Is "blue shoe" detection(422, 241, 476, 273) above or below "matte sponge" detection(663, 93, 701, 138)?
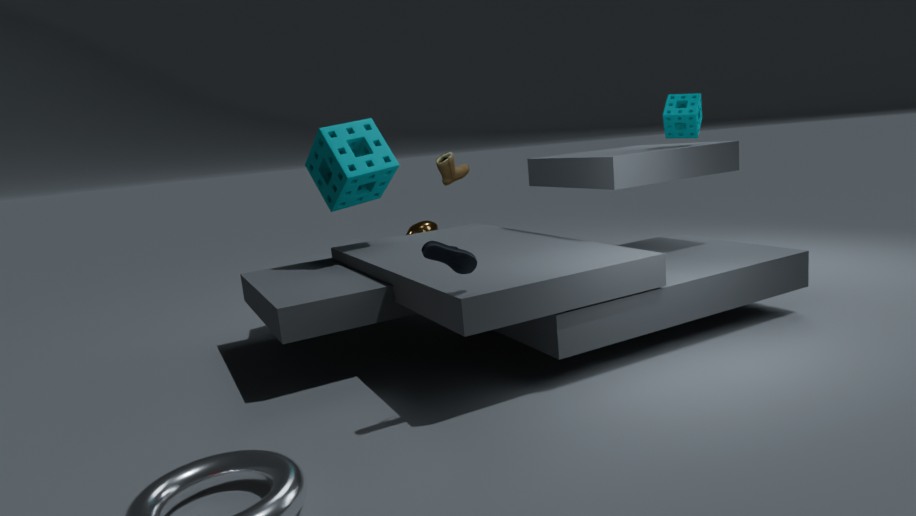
below
